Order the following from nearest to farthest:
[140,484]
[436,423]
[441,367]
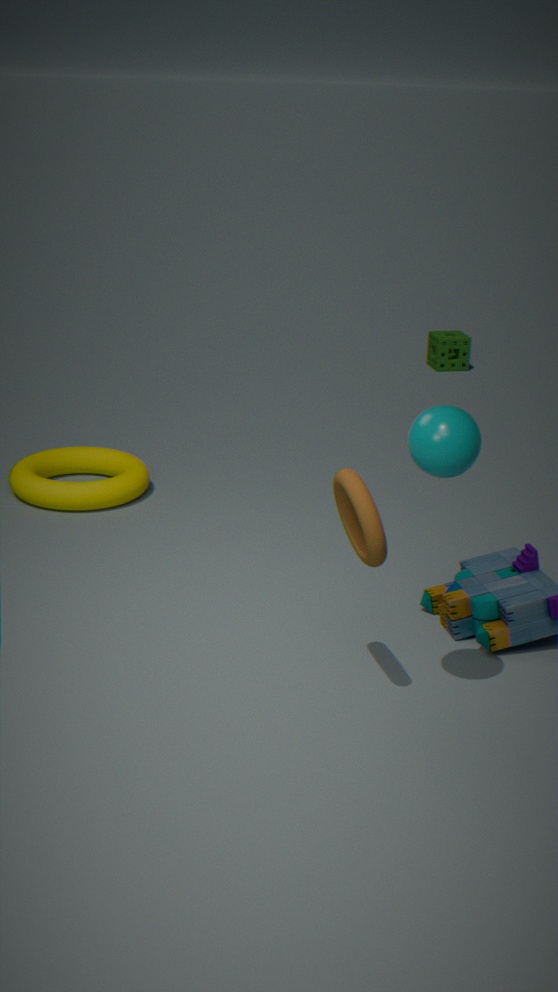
[436,423] → [140,484] → [441,367]
